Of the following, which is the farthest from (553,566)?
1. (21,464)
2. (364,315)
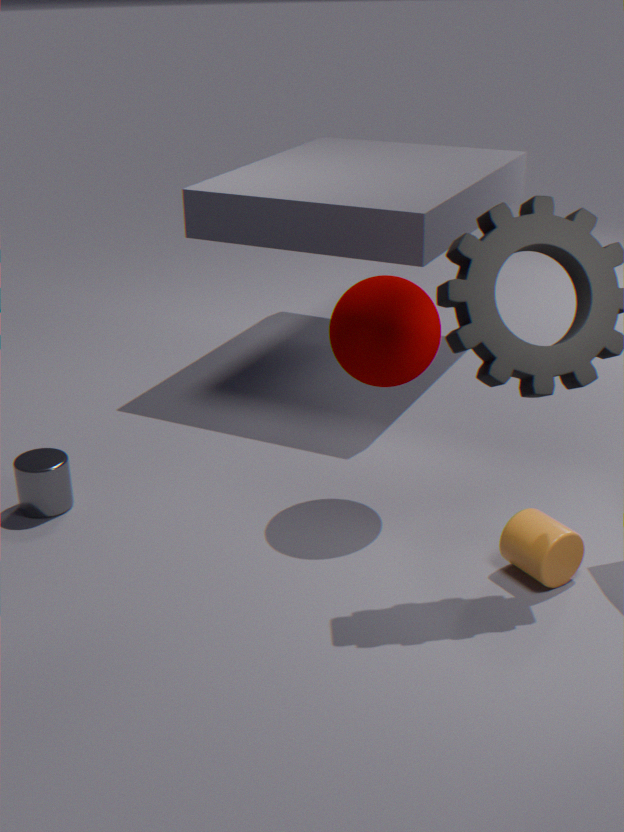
(21,464)
